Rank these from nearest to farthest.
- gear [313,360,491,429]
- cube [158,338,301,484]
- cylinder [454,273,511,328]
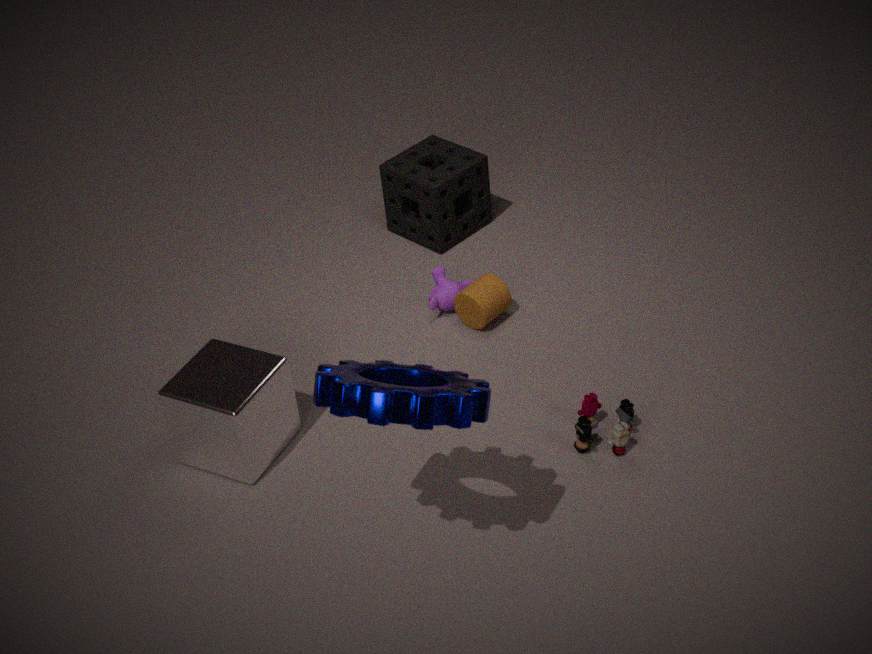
gear [313,360,491,429] → cube [158,338,301,484] → cylinder [454,273,511,328]
